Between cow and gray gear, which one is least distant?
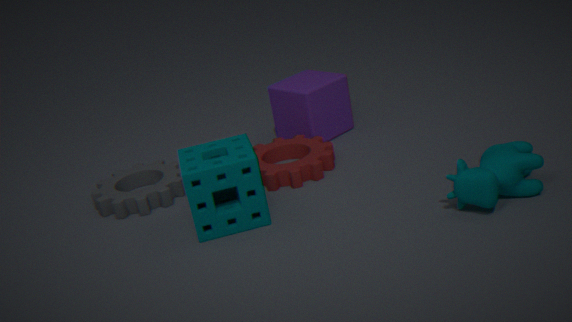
cow
